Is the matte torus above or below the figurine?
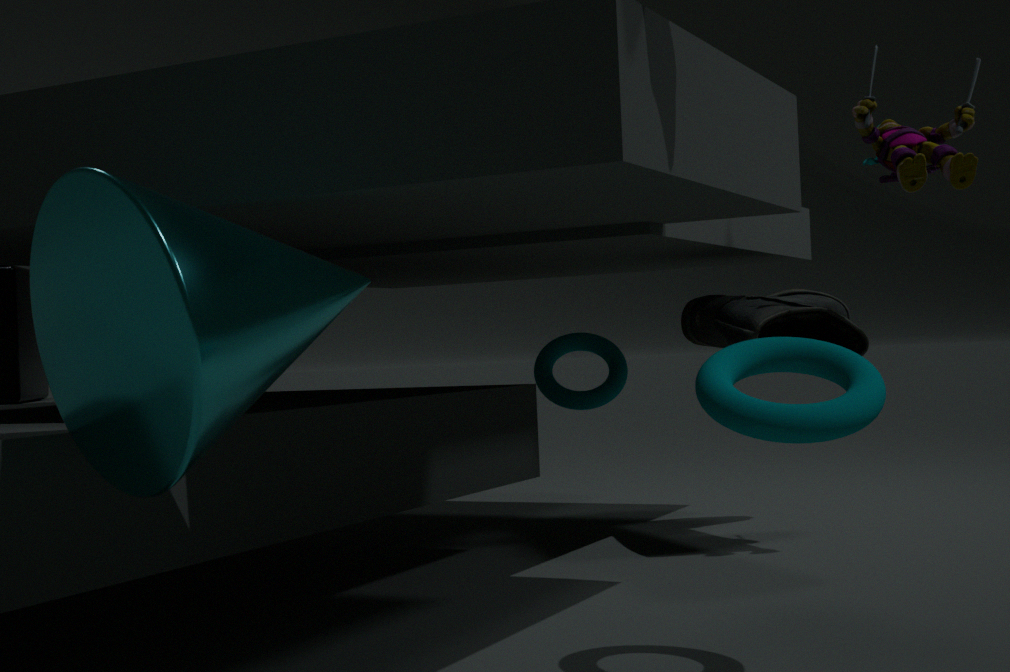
below
